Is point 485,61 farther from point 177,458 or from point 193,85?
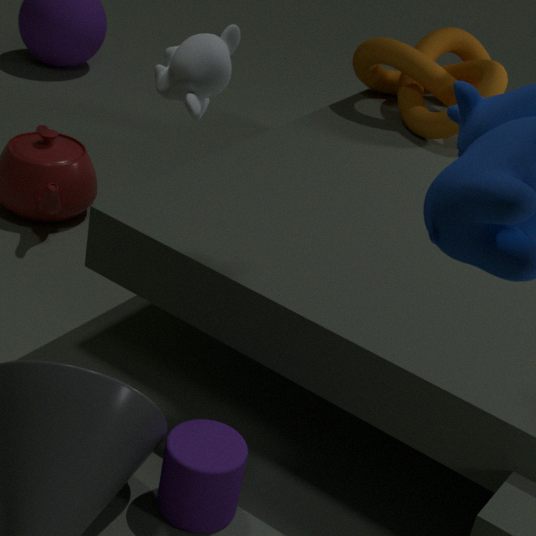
point 177,458
